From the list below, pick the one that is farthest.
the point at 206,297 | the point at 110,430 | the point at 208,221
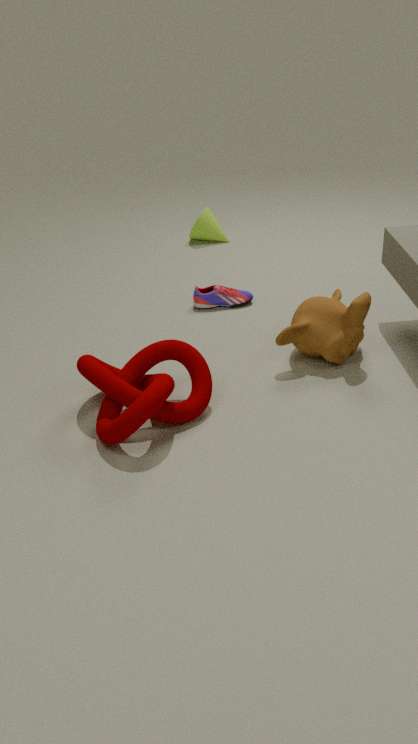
the point at 208,221
